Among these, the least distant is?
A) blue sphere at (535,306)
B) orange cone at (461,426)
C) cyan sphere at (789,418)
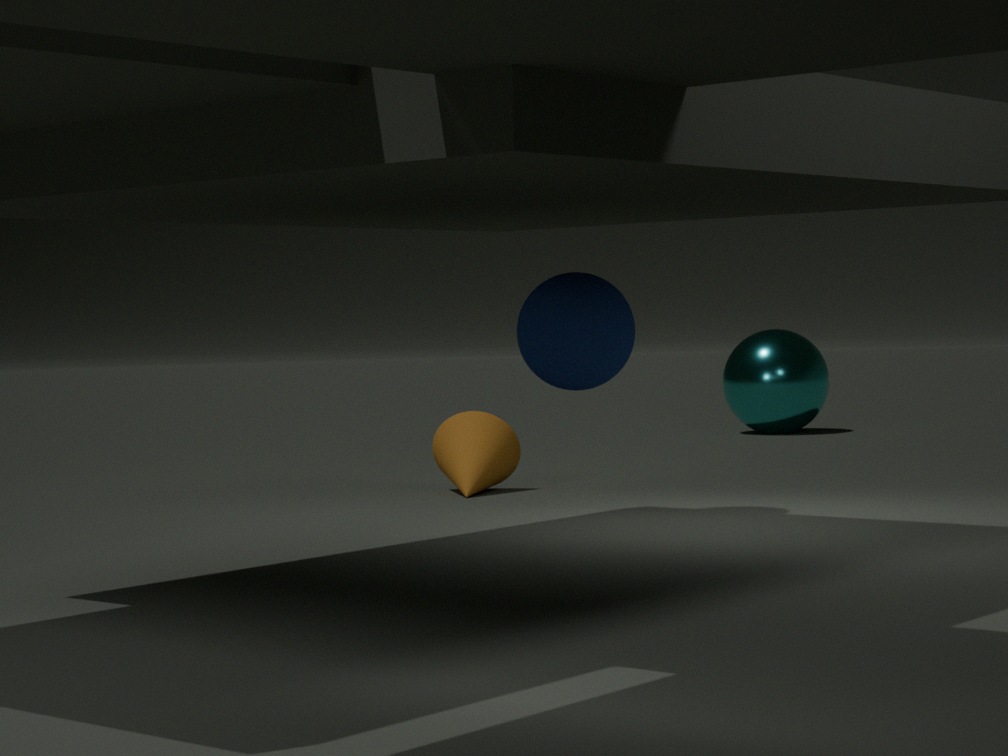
blue sphere at (535,306)
